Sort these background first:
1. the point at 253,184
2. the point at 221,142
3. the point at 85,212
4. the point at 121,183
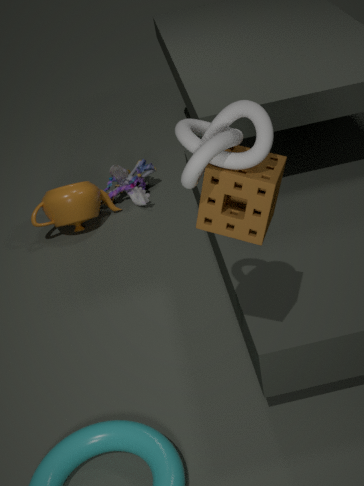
the point at 121,183, the point at 85,212, the point at 253,184, the point at 221,142
